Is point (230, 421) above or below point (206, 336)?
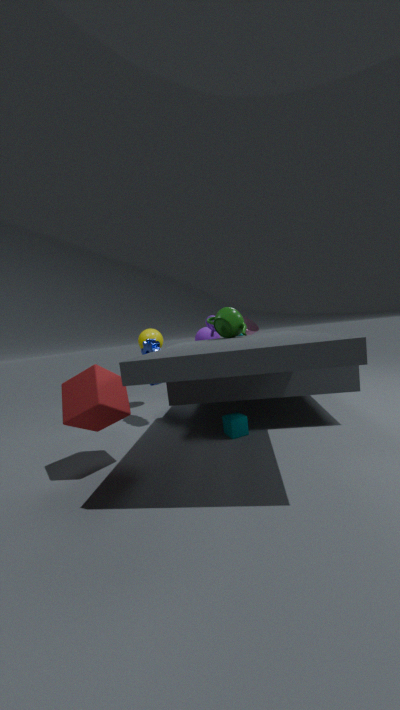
below
